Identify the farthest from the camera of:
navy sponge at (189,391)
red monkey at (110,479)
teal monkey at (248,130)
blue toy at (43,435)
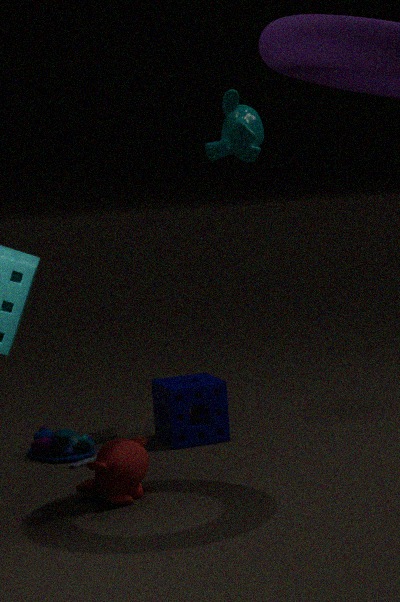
teal monkey at (248,130)
